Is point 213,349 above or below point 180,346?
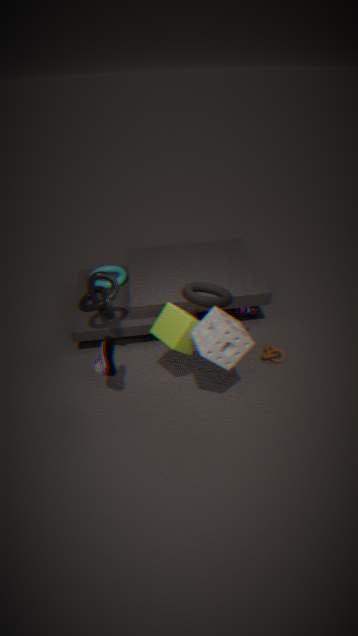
above
